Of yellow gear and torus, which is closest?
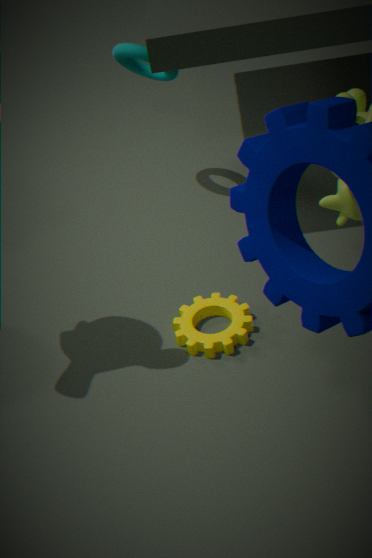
yellow gear
